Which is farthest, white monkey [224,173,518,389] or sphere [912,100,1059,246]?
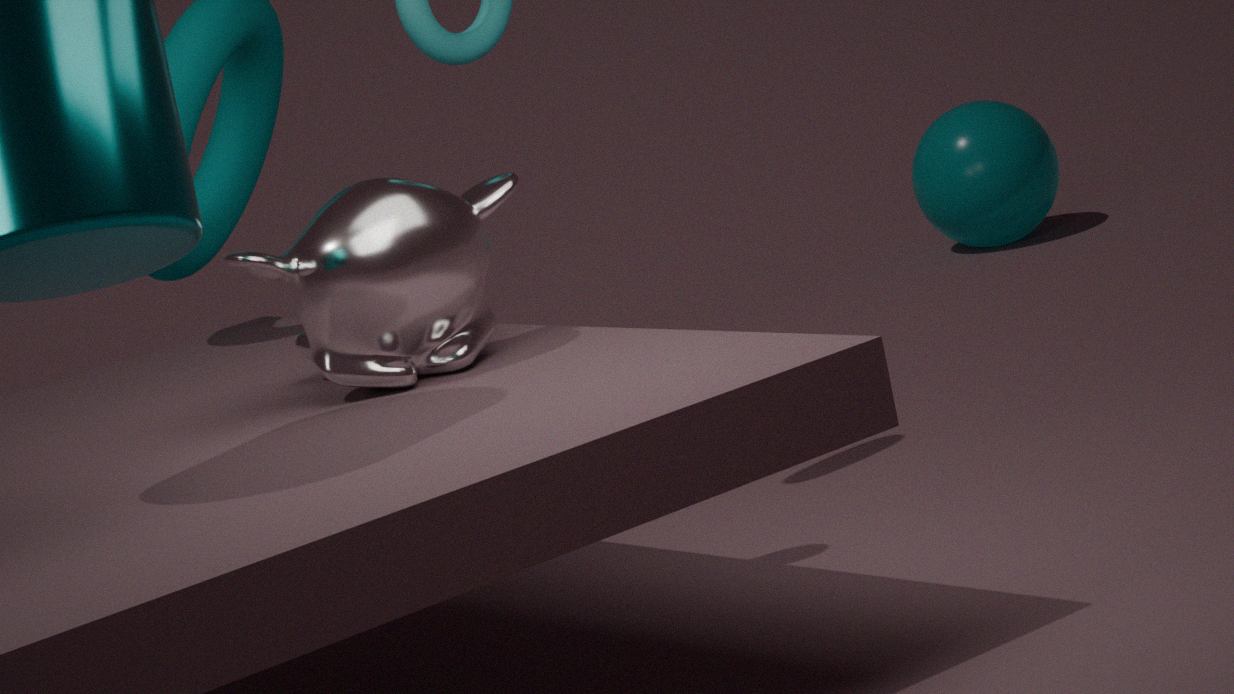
sphere [912,100,1059,246]
